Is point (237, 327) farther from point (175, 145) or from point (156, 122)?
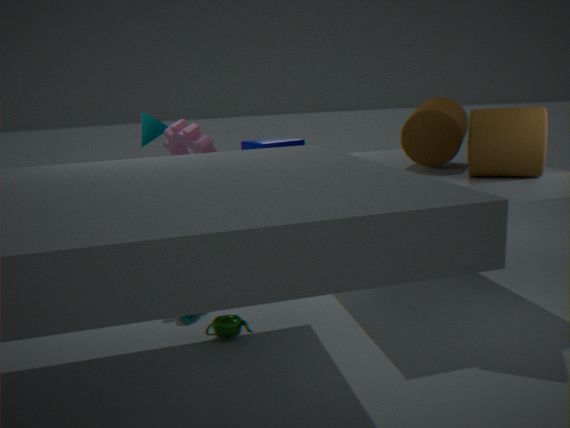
point (156, 122)
